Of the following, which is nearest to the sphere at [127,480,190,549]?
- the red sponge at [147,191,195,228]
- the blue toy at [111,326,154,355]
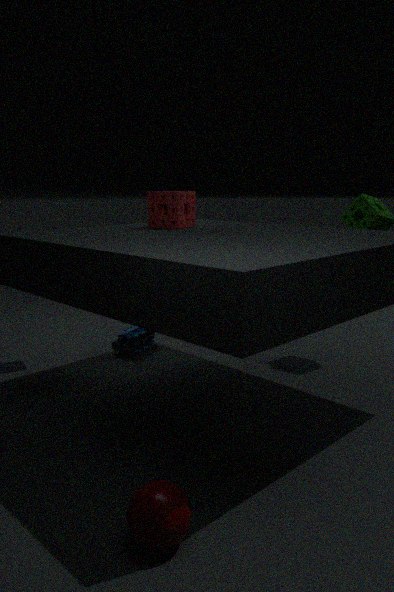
the red sponge at [147,191,195,228]
